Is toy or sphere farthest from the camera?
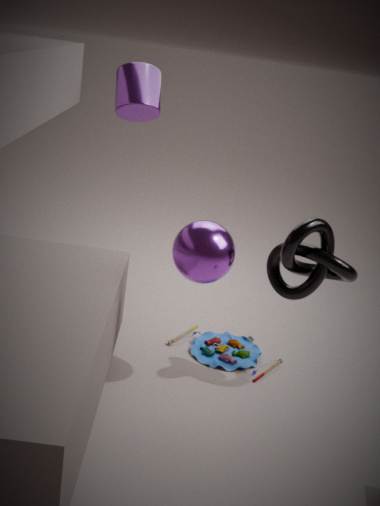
toy
